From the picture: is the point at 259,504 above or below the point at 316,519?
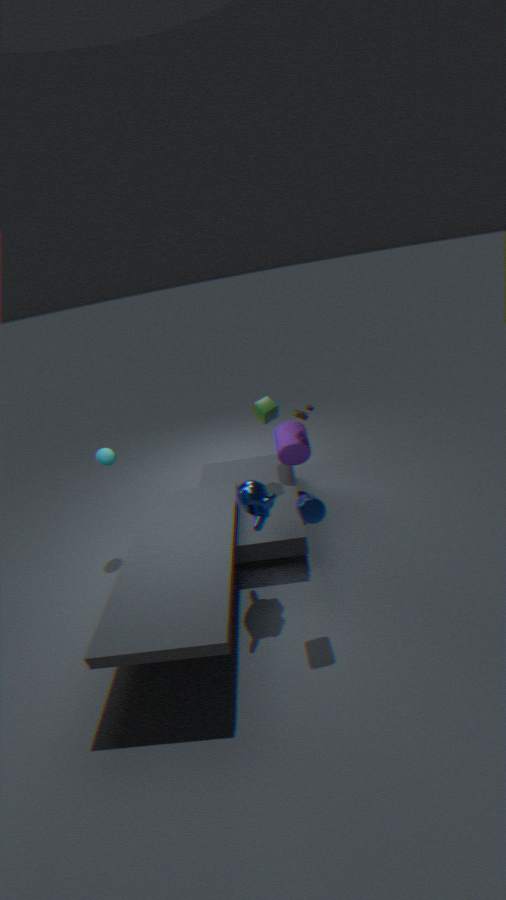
below
